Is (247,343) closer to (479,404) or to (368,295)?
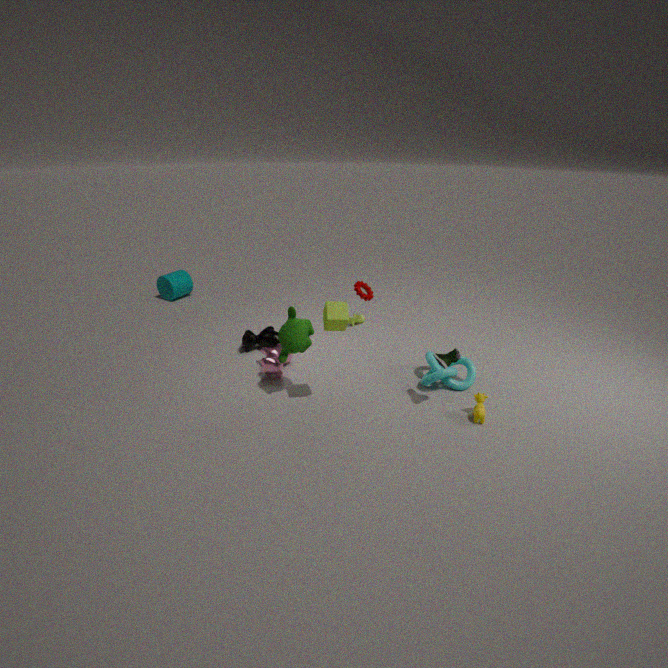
(368,295)
